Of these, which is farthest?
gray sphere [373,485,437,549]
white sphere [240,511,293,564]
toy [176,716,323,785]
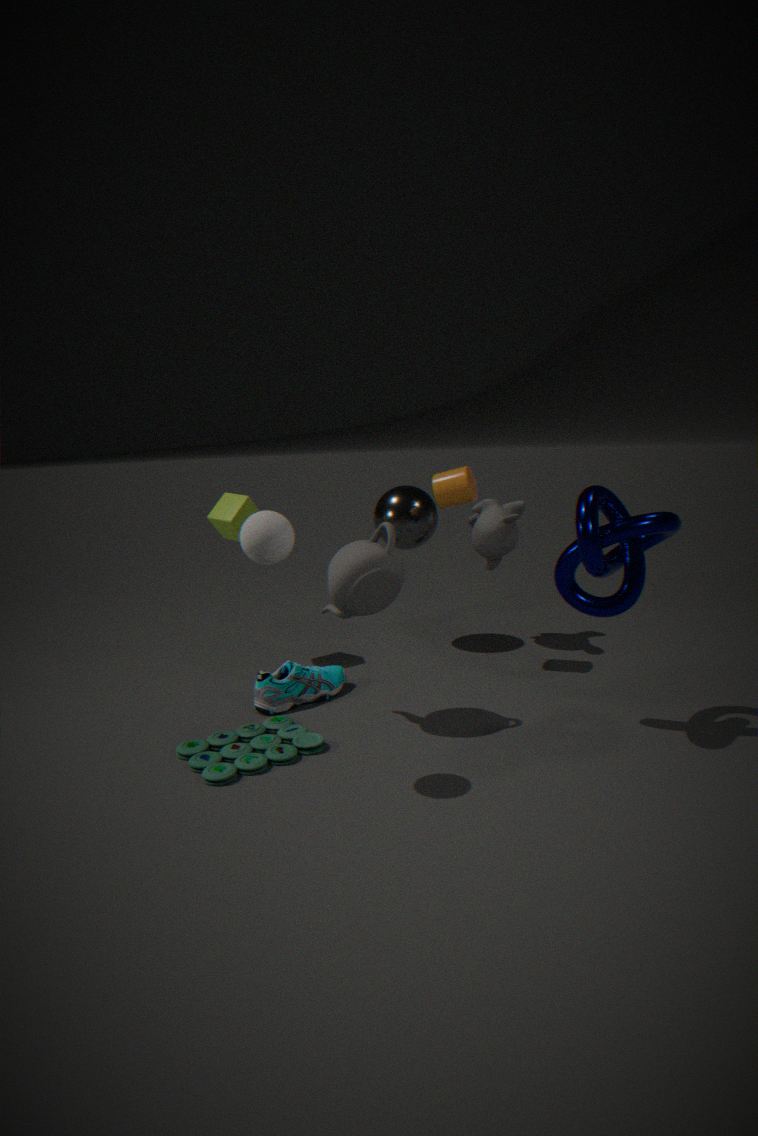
gray sphere [373,485,437,549]
